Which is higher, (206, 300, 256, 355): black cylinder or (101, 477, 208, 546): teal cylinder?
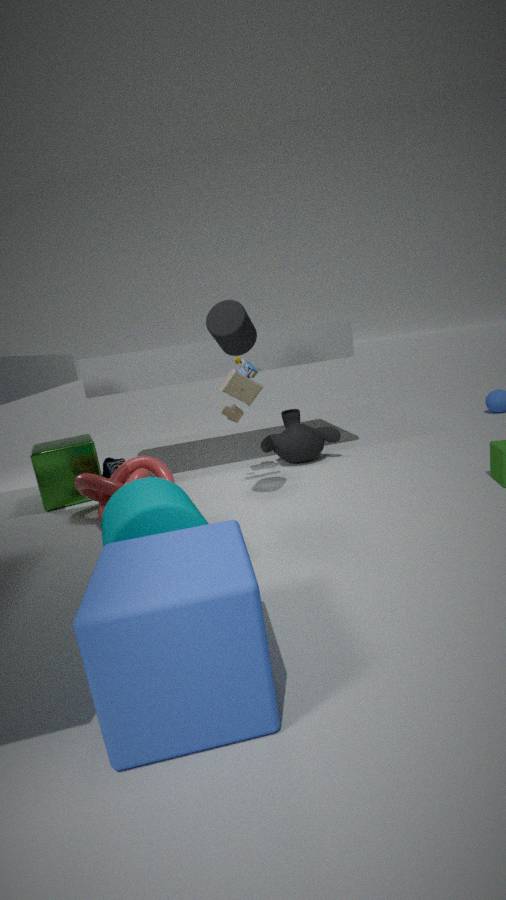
(206, 300, 256, 355): black cylinder
